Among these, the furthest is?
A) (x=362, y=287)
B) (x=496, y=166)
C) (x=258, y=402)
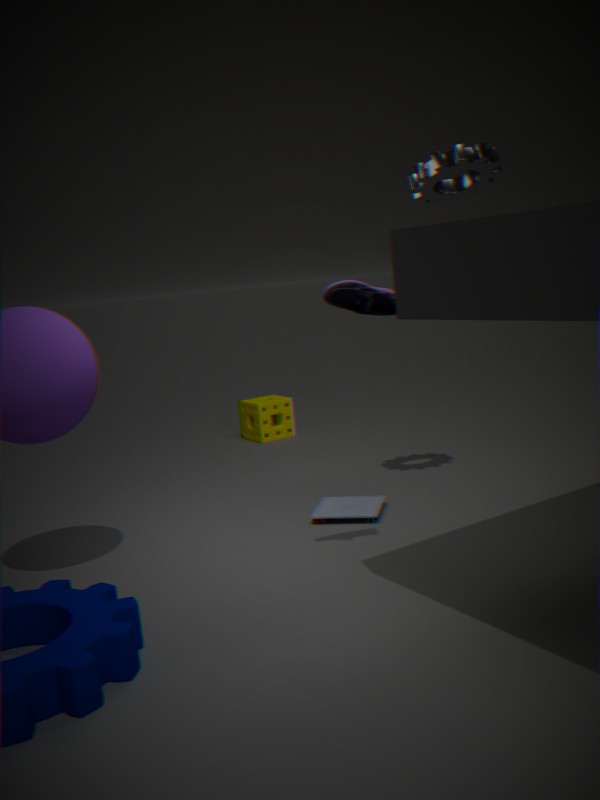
(x=258, y=402)
